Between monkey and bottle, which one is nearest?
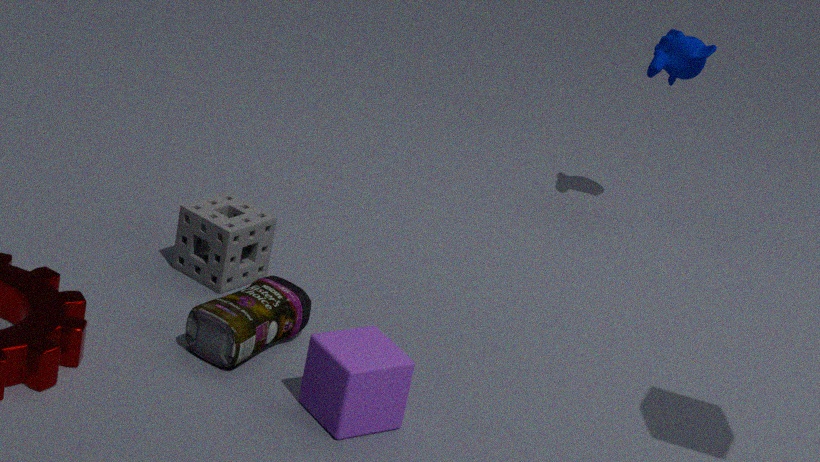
bottle
